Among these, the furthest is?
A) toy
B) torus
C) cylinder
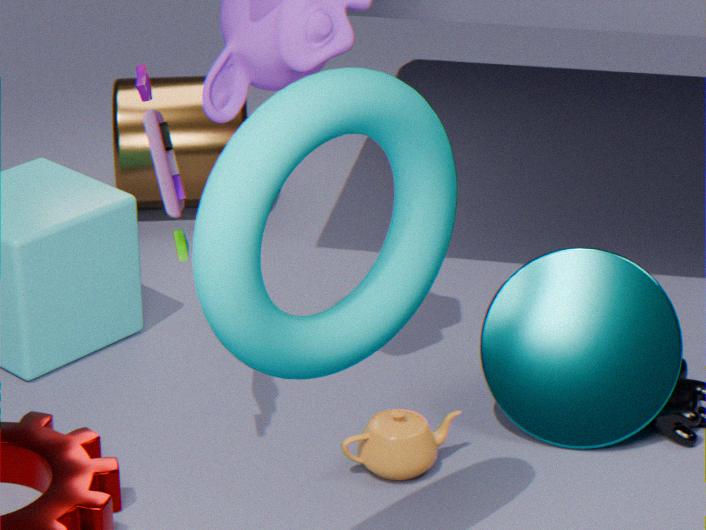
cylinder
